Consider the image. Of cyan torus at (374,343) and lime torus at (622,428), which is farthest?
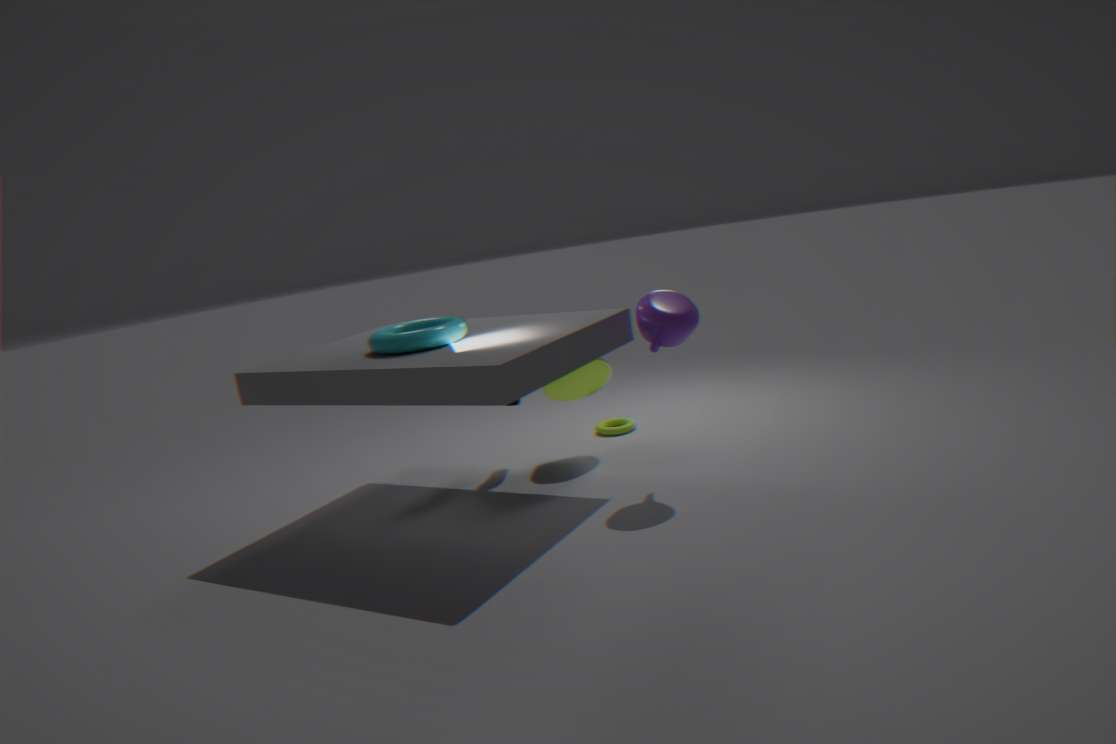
lime torus at (622,428)
